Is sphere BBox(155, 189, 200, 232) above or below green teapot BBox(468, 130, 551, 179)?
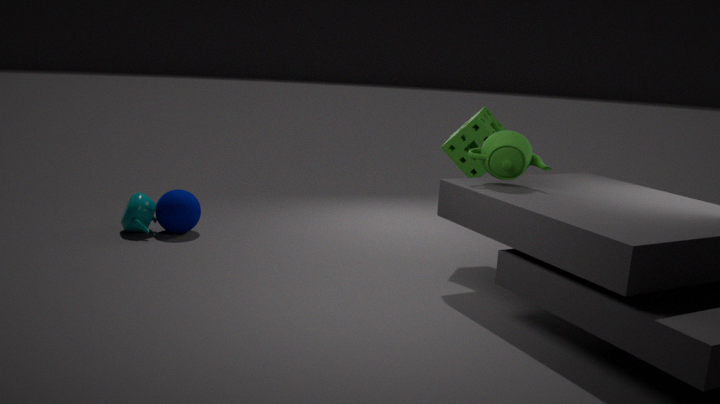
below
